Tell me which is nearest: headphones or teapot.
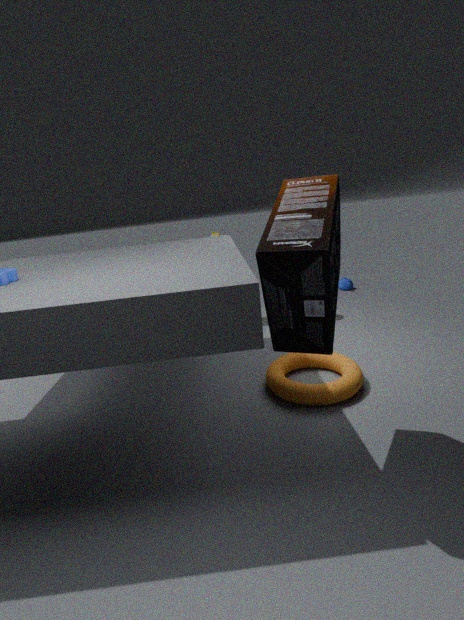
headphones
